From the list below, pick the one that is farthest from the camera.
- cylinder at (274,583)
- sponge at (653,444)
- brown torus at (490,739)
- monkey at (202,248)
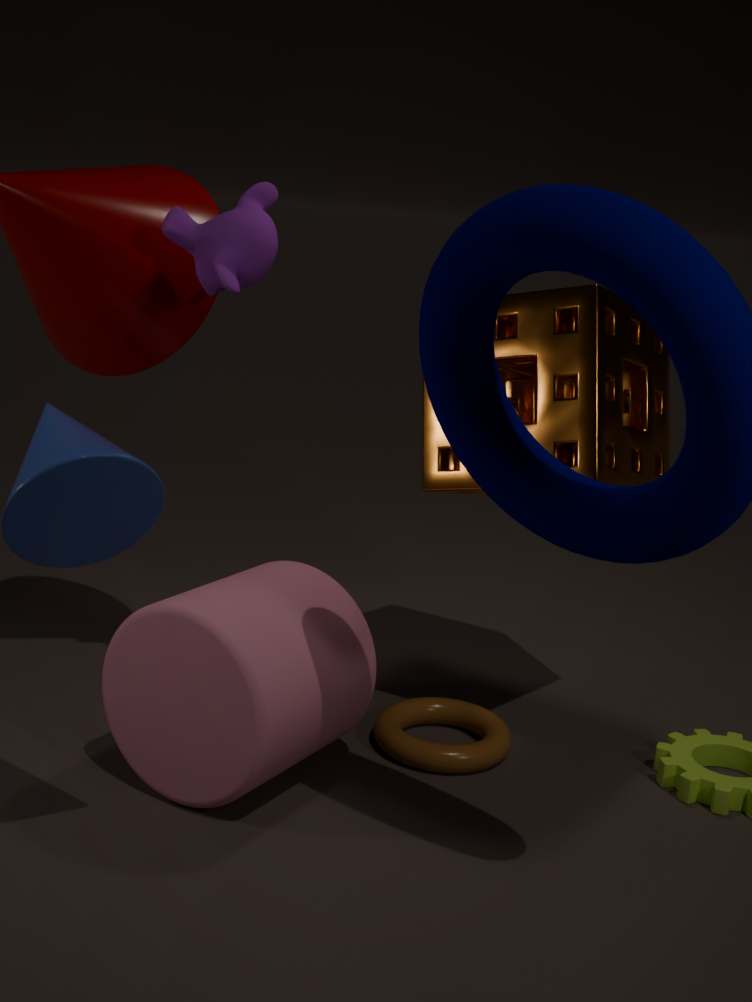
brown torus at (490,739)
